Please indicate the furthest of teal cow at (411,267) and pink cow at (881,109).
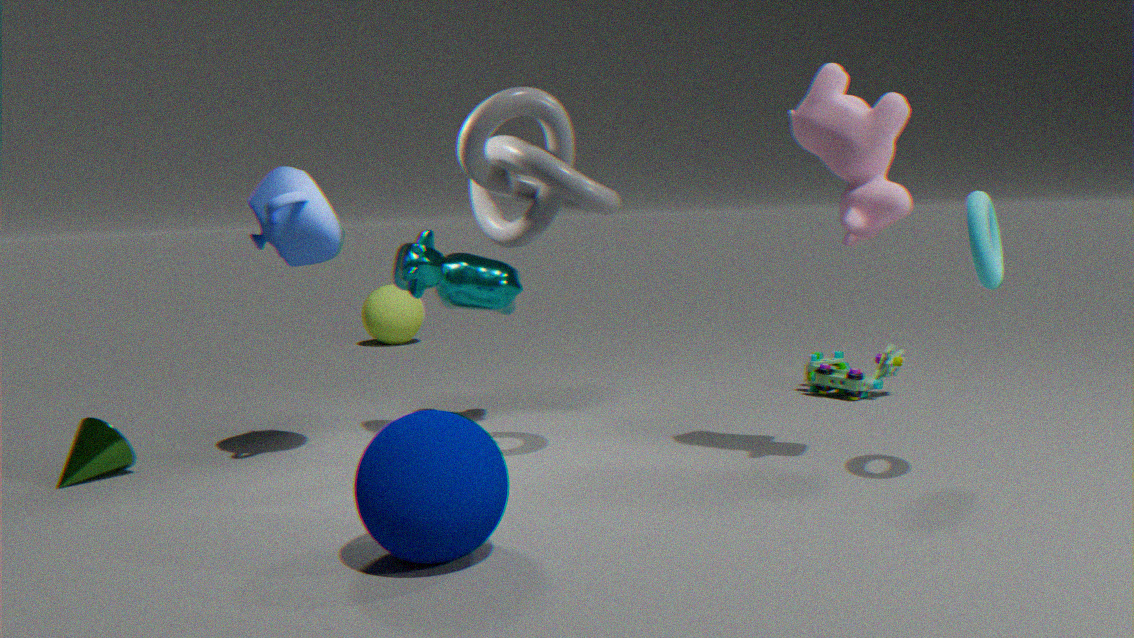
teal cow at (411,267)
